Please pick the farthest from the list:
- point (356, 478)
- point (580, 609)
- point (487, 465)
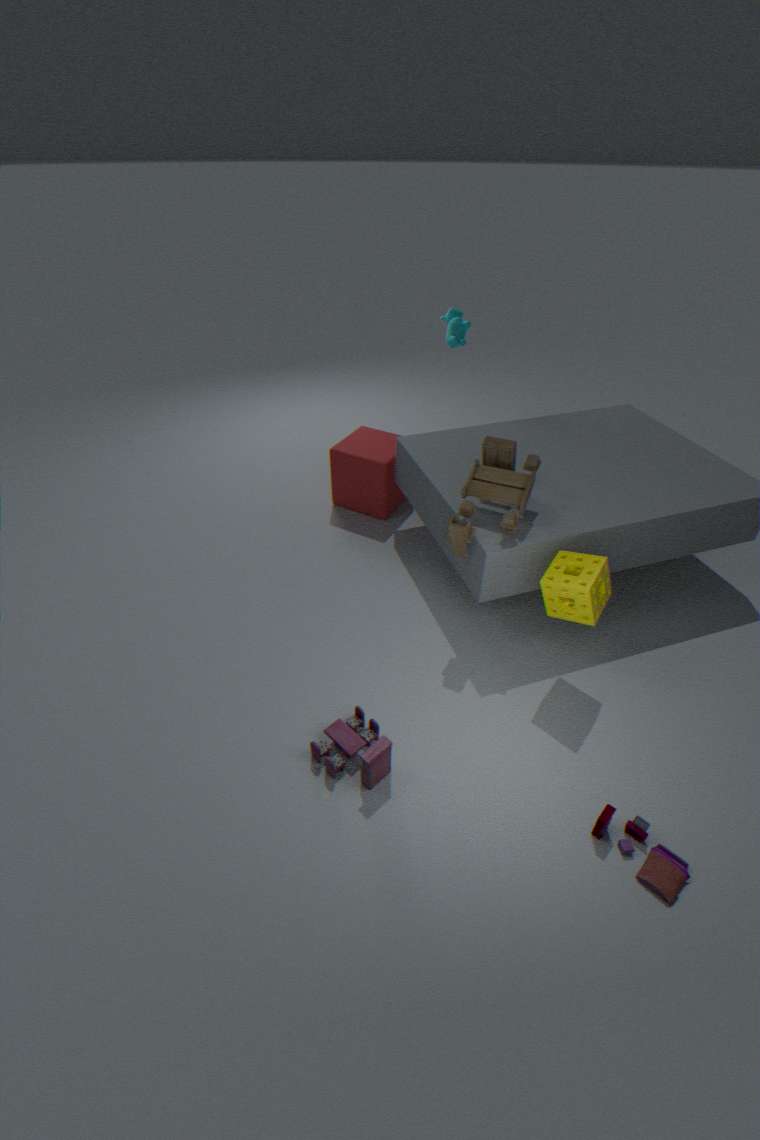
point (356, 478)
